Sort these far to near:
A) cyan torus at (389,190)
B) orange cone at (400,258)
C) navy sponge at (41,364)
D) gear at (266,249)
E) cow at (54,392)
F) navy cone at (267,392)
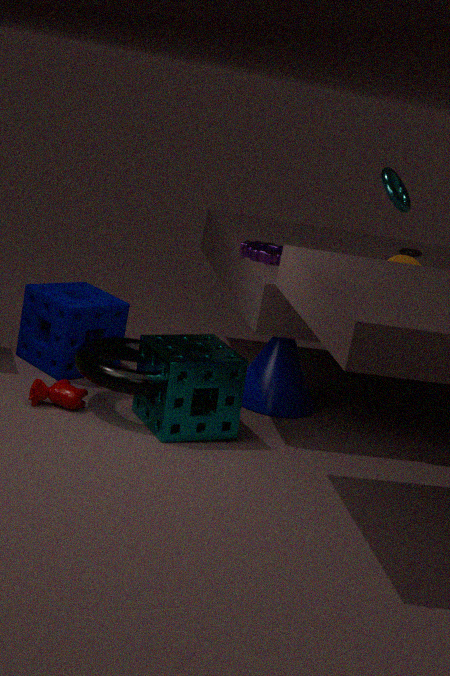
cyan torus at (389,190) < navy cone at (267,392) < navy sponge at (41,364) < gear at (266,249) < orange cone at (400,258) < cow at (54,392)
